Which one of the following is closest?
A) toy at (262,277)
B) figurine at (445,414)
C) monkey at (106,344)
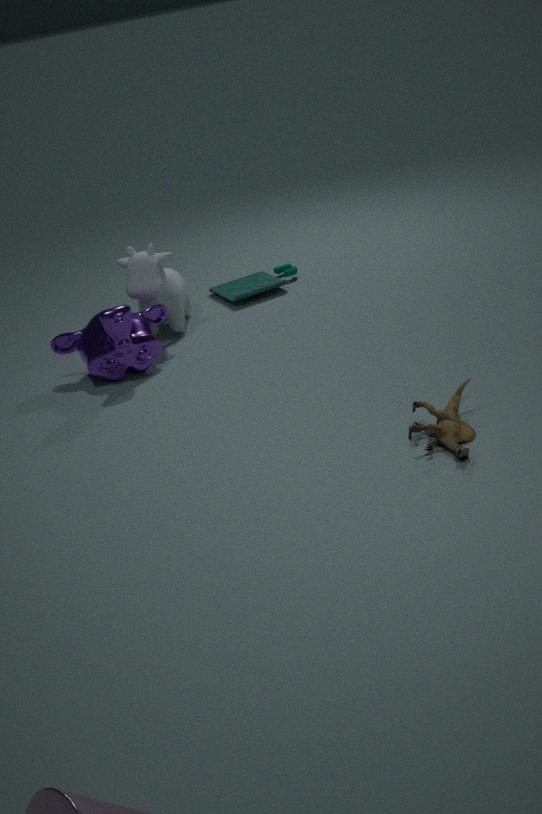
figurine at (445,414)
